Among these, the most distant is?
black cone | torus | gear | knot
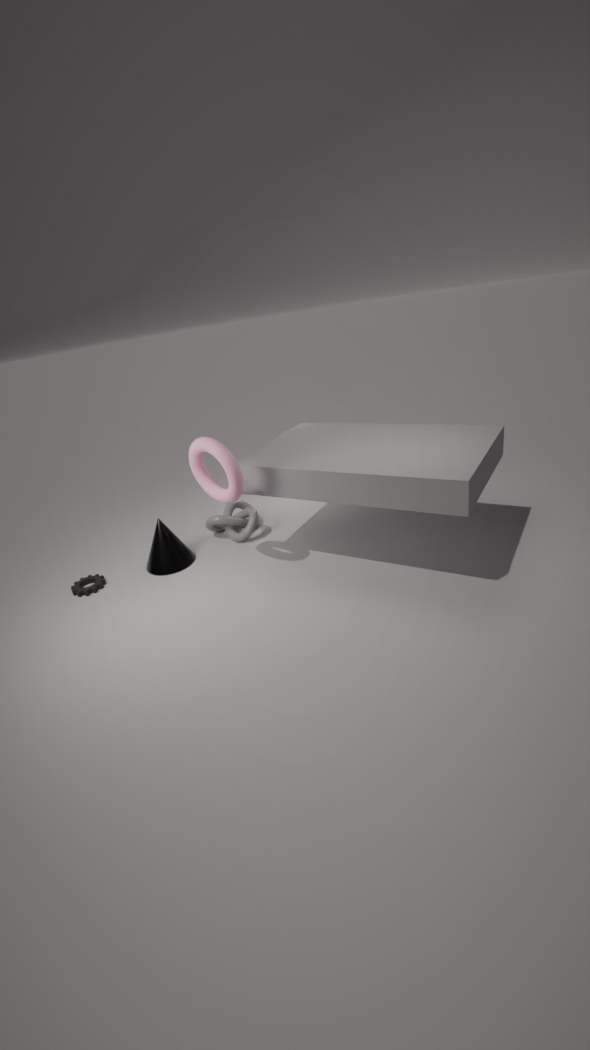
knot
